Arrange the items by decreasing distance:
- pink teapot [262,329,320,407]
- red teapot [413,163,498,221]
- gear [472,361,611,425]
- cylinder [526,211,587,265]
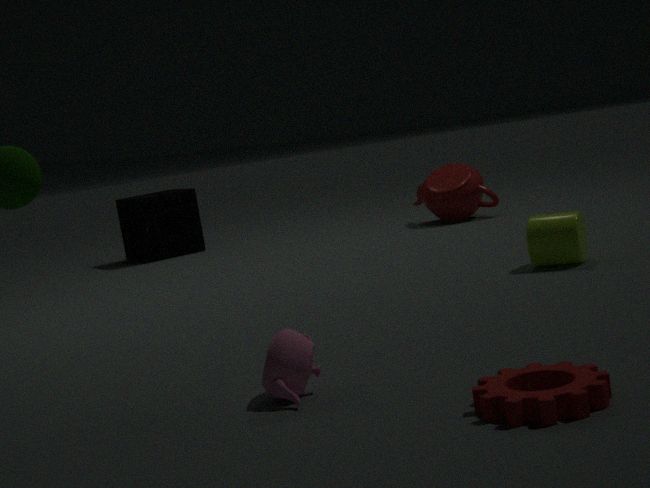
1. red teapot [413,163,498,221]
2. cylinder [526,211,587,265]
3. pink teapot [262,329,320,407]
4. gear [472,361,611,425]
